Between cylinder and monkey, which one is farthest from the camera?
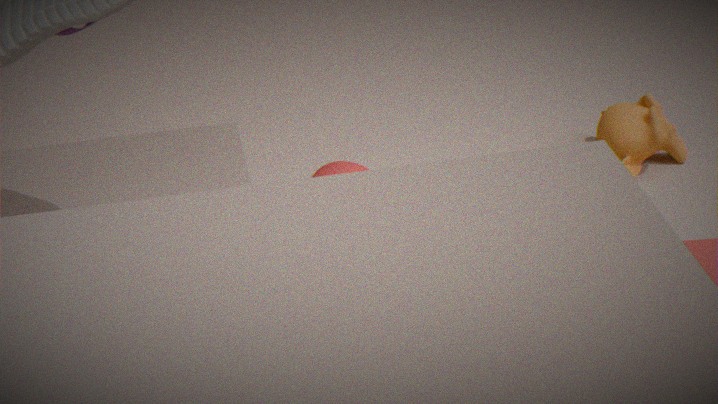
monkey
